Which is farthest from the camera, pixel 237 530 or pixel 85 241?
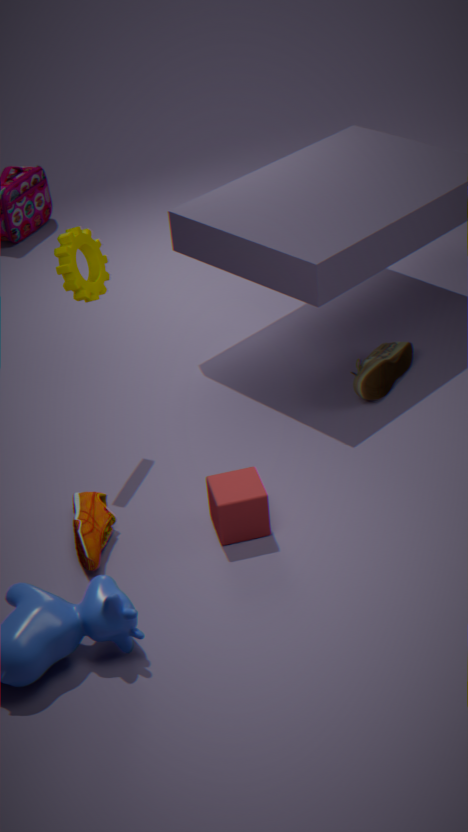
pixel 85 241
